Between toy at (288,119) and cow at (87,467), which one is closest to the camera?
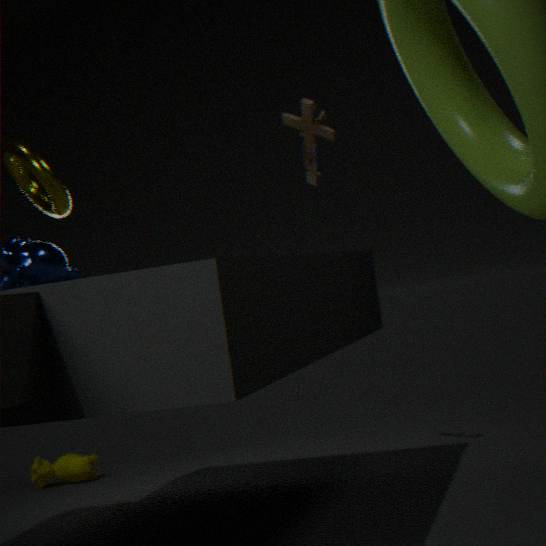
toy at (288,119)
